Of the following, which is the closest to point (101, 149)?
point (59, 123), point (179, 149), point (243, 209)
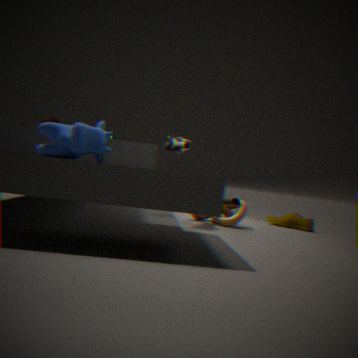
point (179, 149)
